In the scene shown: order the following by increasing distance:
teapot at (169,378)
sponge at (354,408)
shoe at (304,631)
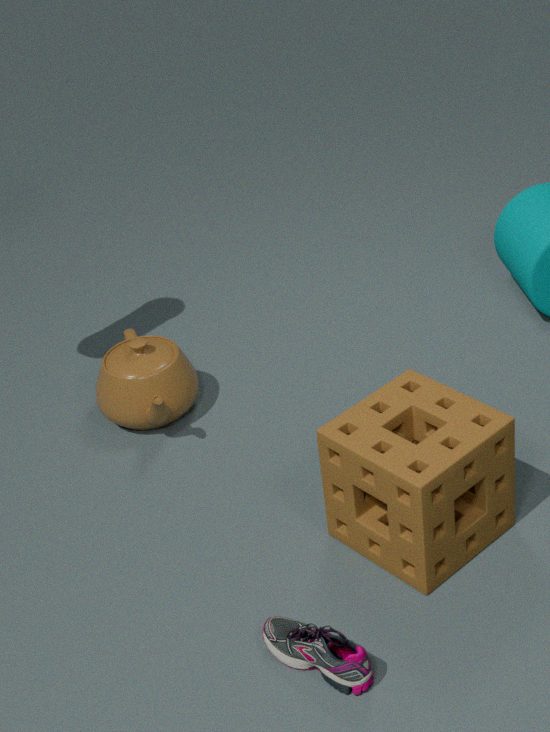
shoe at (304,631), sponge at (354,408), teapot at (169,378)
